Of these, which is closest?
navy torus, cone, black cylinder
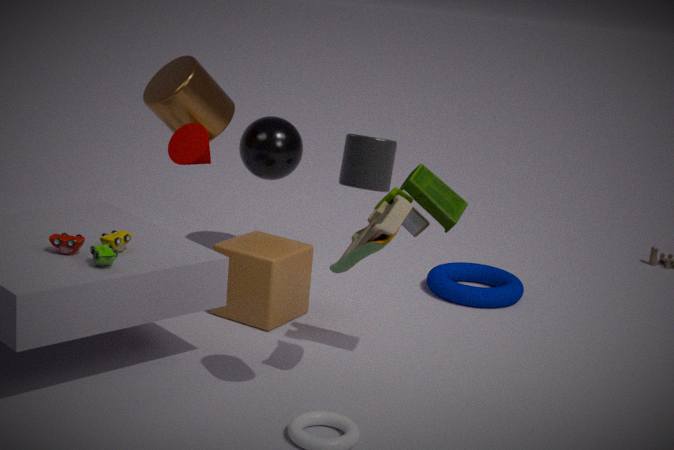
black cylinder
